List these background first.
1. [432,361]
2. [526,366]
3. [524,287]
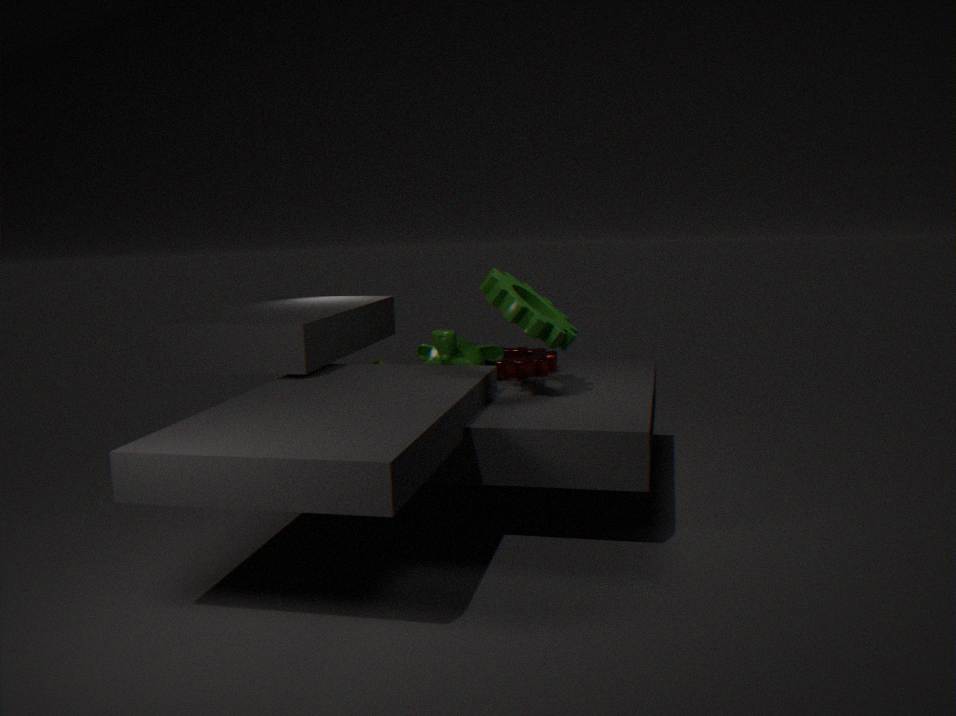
[526,366] < [432,361] < [524,287]
